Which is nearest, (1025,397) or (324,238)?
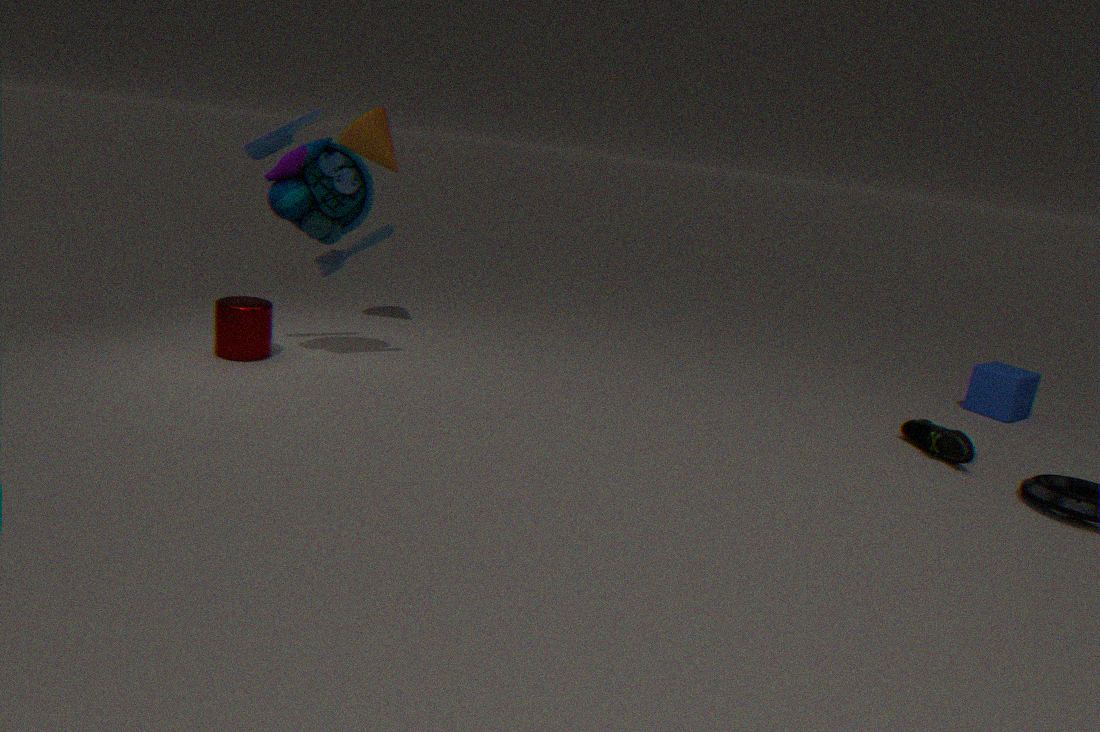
(324,238)
